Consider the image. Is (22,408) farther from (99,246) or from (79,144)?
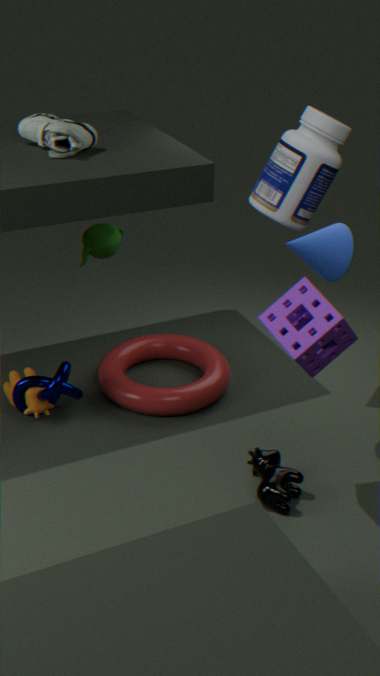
(79,144)
